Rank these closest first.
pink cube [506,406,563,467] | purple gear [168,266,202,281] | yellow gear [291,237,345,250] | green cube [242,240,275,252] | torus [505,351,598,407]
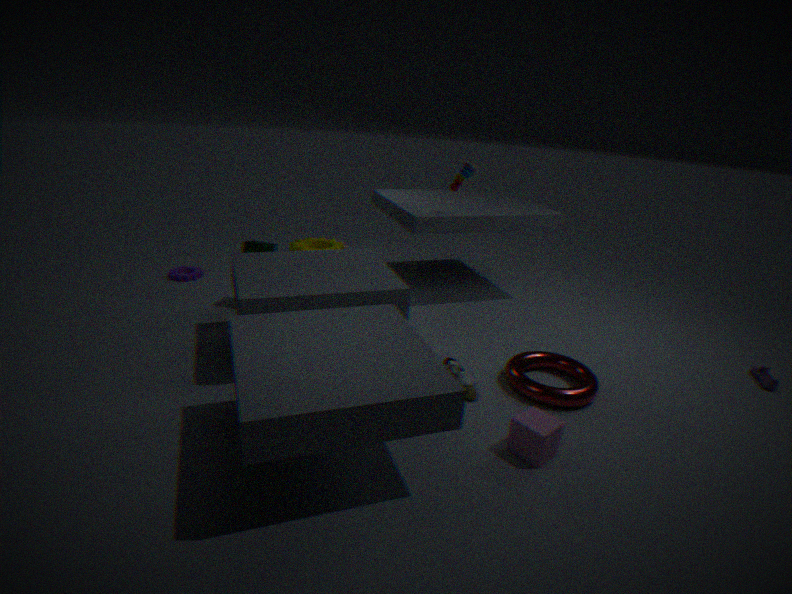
pink cube [506,406,563,467] → torus [505,351,598,407] → green cube [242,240,275,252] → purple gear [168,266,202,281] → yellow gear [291,237,345,250]
